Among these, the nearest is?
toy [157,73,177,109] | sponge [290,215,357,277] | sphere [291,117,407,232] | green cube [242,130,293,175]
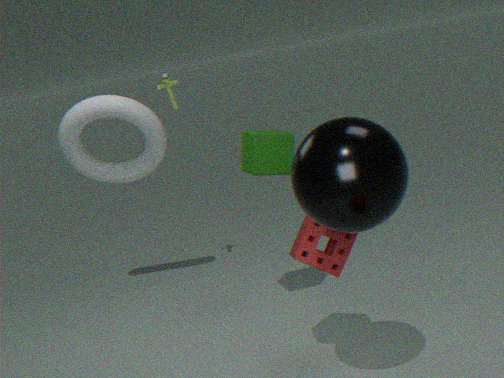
sphere [291,117,407,232]
